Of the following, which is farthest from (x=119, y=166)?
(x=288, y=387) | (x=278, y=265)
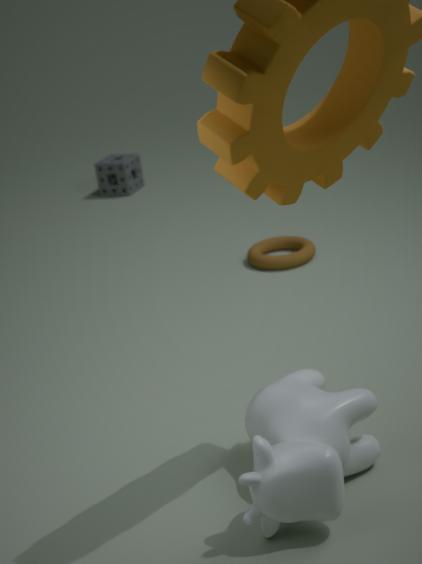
(x=288, y=387)
